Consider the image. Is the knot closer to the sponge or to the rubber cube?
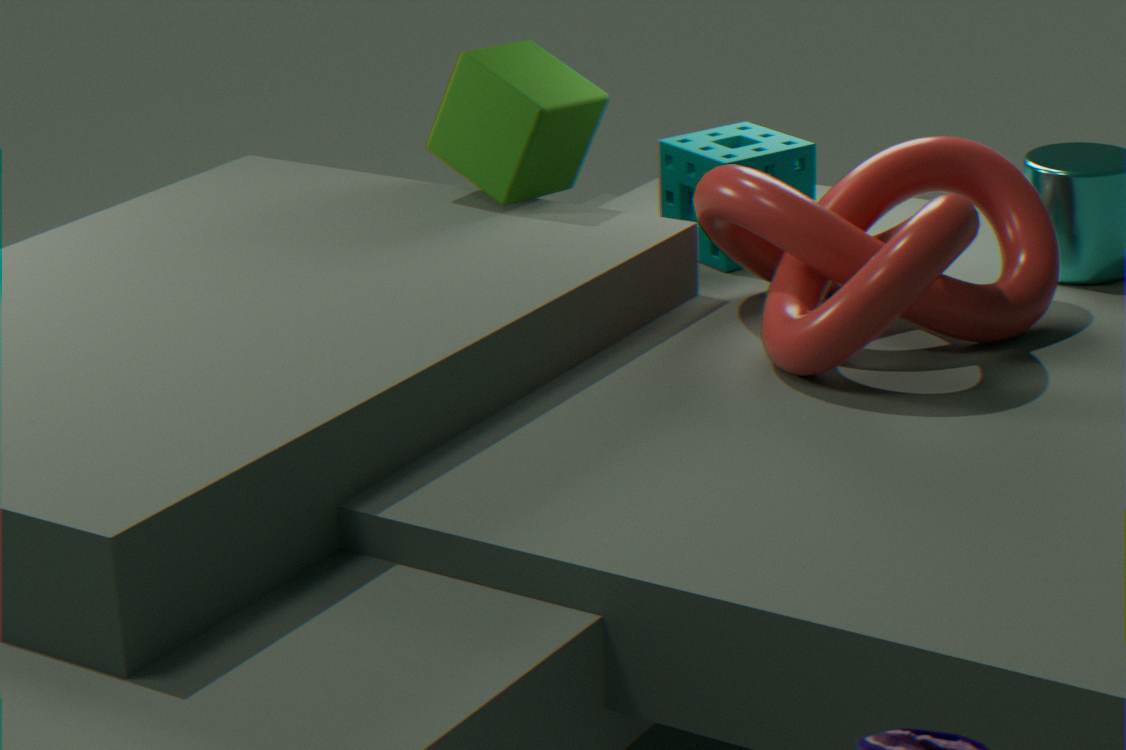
the sponge
